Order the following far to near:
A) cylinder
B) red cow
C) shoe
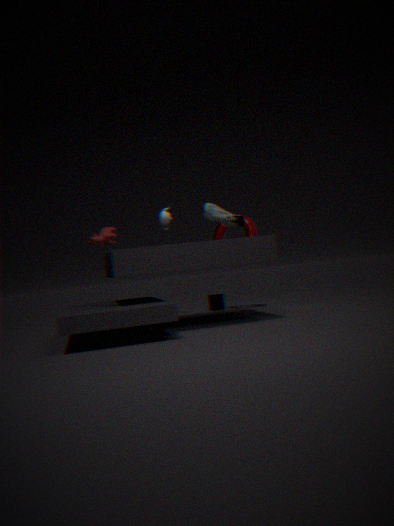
cylinder < shoe < red cow
